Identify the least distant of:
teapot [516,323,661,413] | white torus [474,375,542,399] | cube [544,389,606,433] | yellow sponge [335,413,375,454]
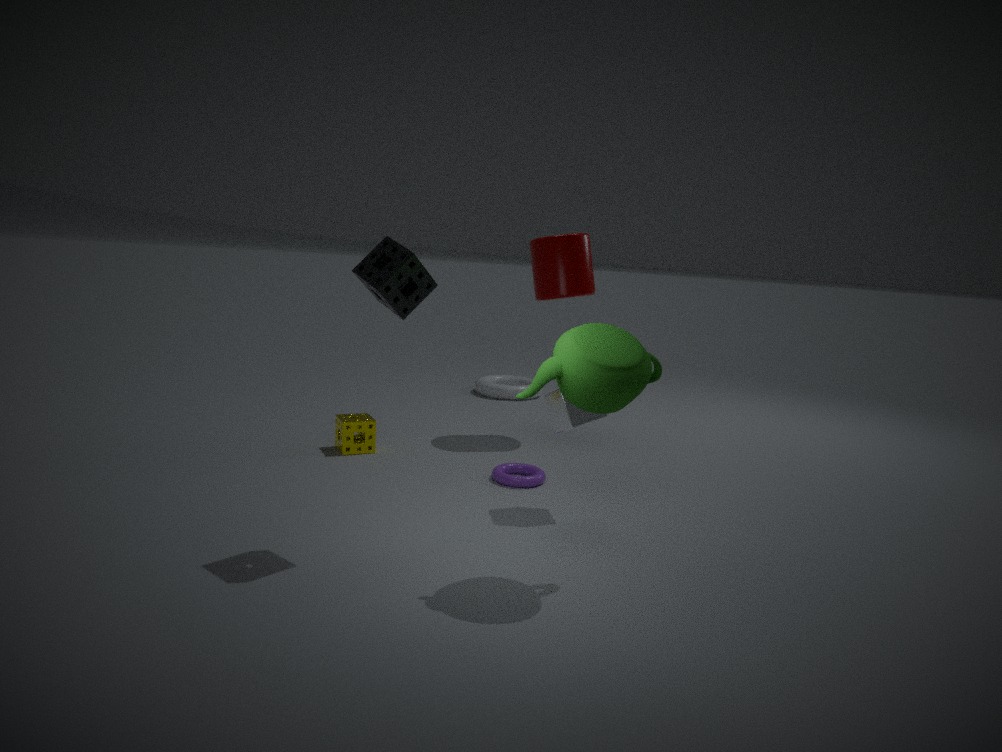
teapot [516,323,661,413]
